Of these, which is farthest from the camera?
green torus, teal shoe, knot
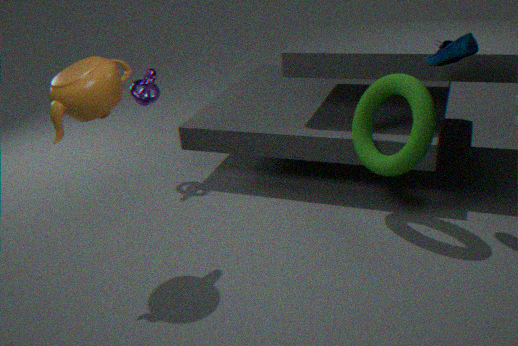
knot
